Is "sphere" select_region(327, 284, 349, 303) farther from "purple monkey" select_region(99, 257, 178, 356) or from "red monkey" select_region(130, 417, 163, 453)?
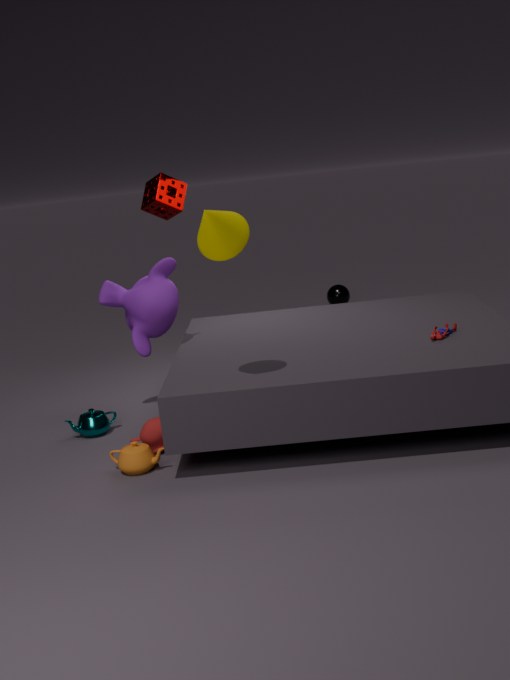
"red monkey" select_region(130, 417, 163, 453)
